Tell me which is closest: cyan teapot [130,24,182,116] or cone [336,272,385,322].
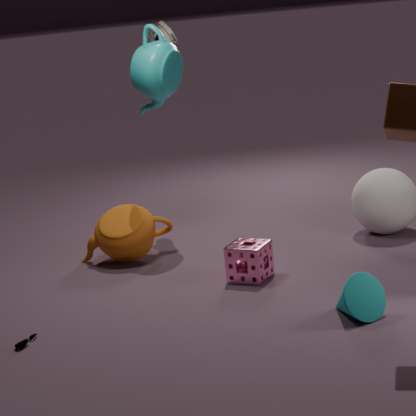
cone [336,272,385,322]
